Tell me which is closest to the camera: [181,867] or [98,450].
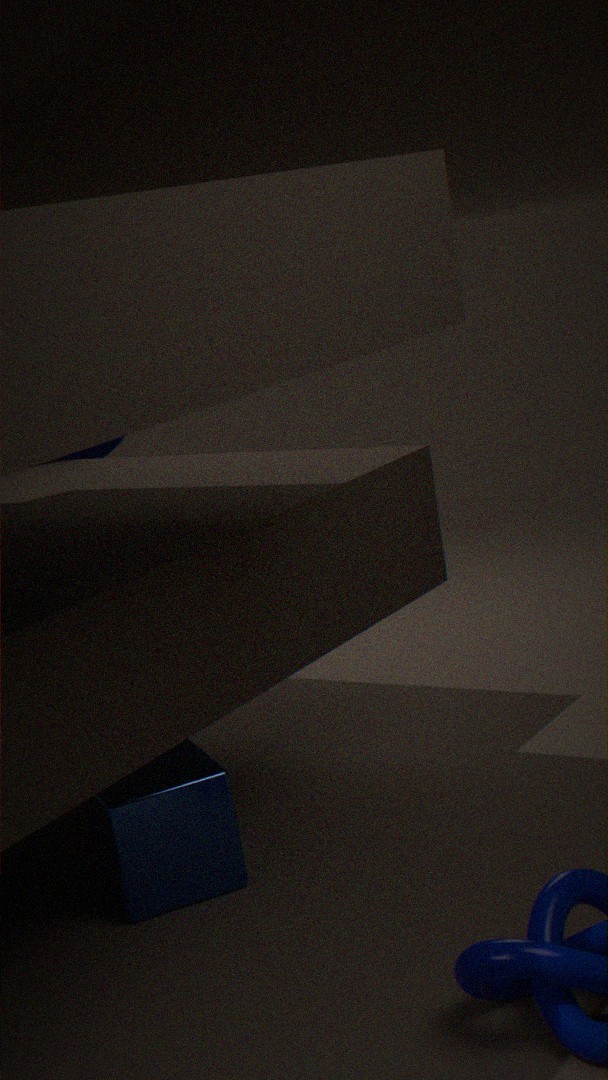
[181,867]
